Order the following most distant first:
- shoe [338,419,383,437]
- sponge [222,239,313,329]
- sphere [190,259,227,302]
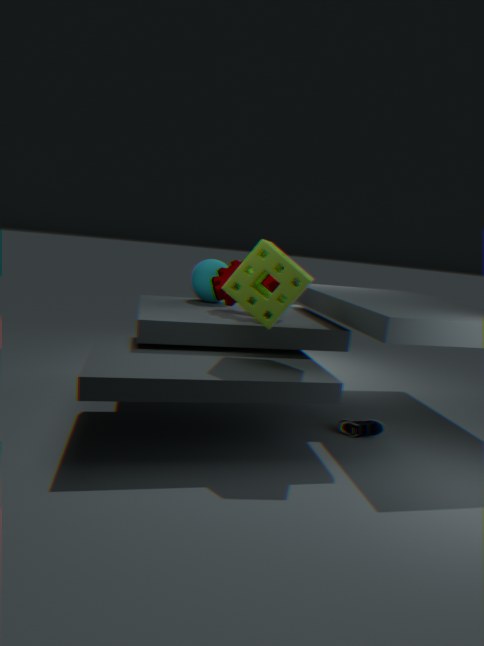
sphere [190,259,227,302] → shoe [338,419,383,437] → sponge [222,239,313,329]
